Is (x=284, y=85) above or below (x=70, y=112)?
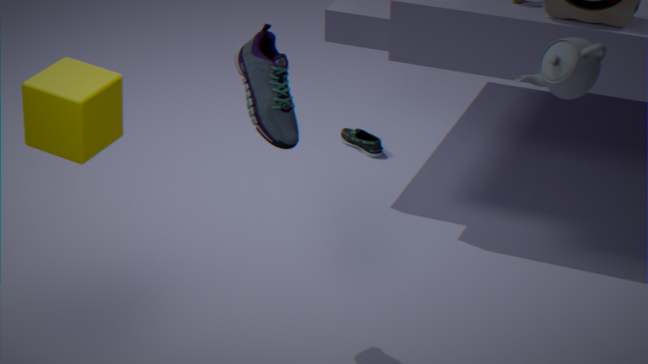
below
